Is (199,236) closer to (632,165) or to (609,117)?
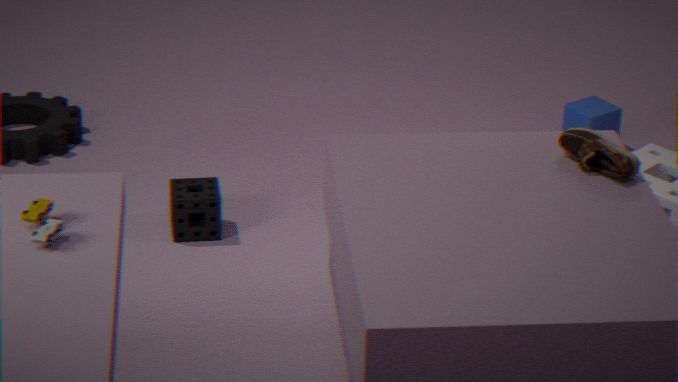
(609,117)
